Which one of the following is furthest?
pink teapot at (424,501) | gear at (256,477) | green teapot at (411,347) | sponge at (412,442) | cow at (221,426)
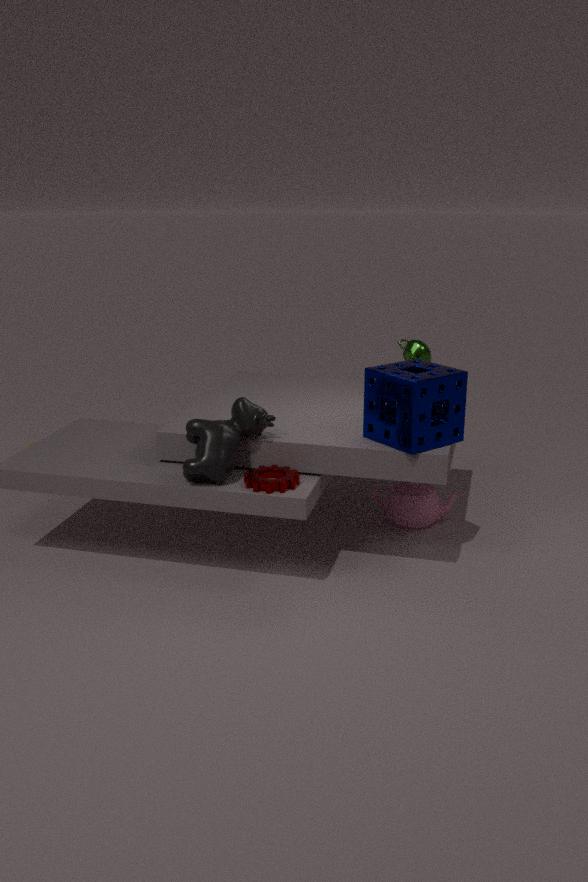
pink teapot at (424,501)
